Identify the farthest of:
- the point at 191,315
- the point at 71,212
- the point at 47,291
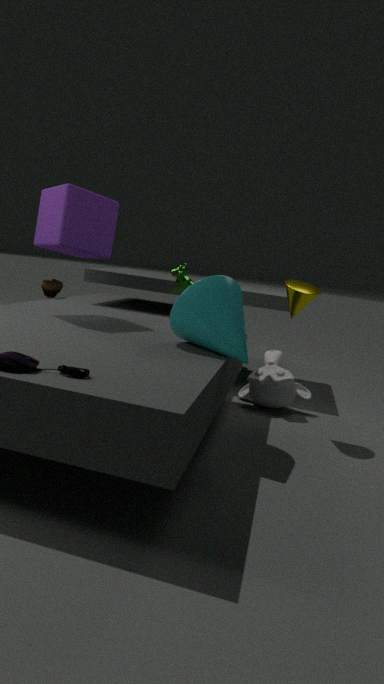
the point at 47,291
